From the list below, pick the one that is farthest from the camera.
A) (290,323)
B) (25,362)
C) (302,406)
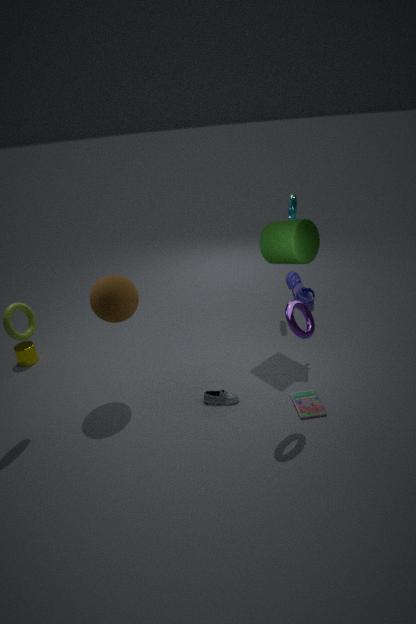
(25,362)
